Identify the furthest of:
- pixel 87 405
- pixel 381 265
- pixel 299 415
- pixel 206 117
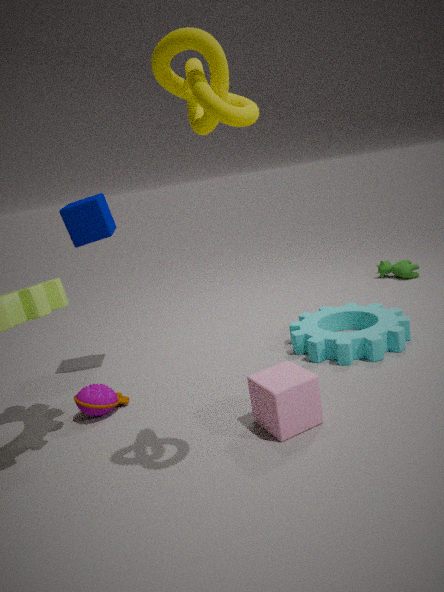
pixel 381 265
